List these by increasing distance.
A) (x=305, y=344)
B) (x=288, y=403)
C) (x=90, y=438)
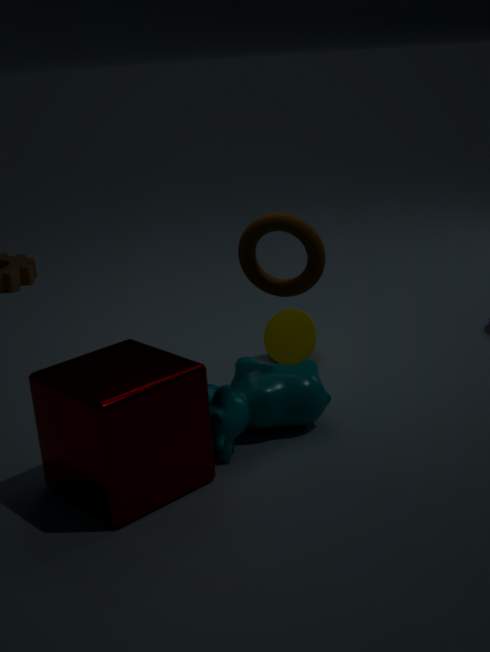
1. C. (x=90, y=438)
2. B. (x=288, y=403)
3. A. (x=305, y=344)
